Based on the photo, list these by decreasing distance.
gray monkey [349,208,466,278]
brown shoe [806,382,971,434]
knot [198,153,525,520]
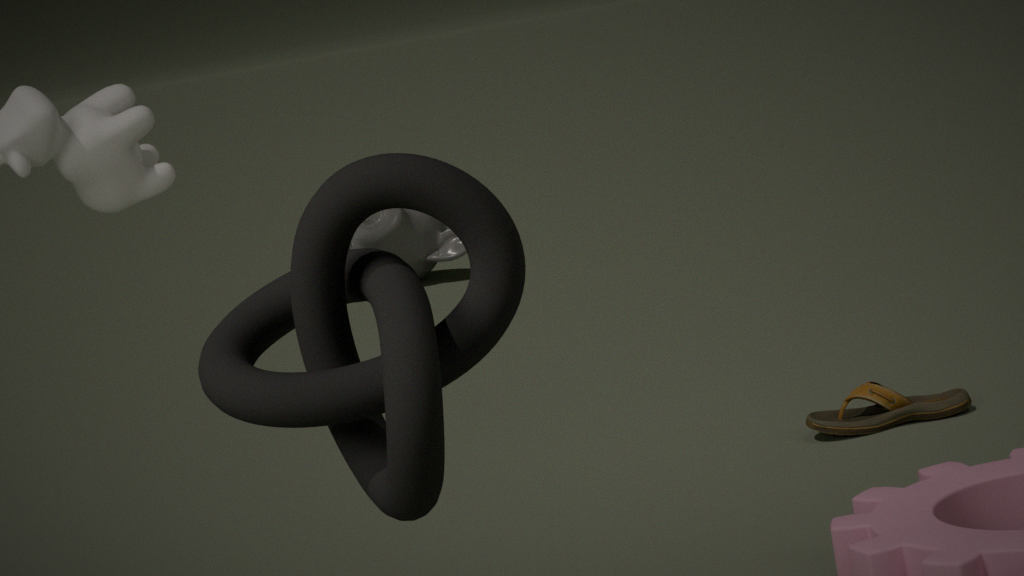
gray monkey [349,208,466,278] → brown shoe [806,382,971,434] → knot [198,153,525,520]
